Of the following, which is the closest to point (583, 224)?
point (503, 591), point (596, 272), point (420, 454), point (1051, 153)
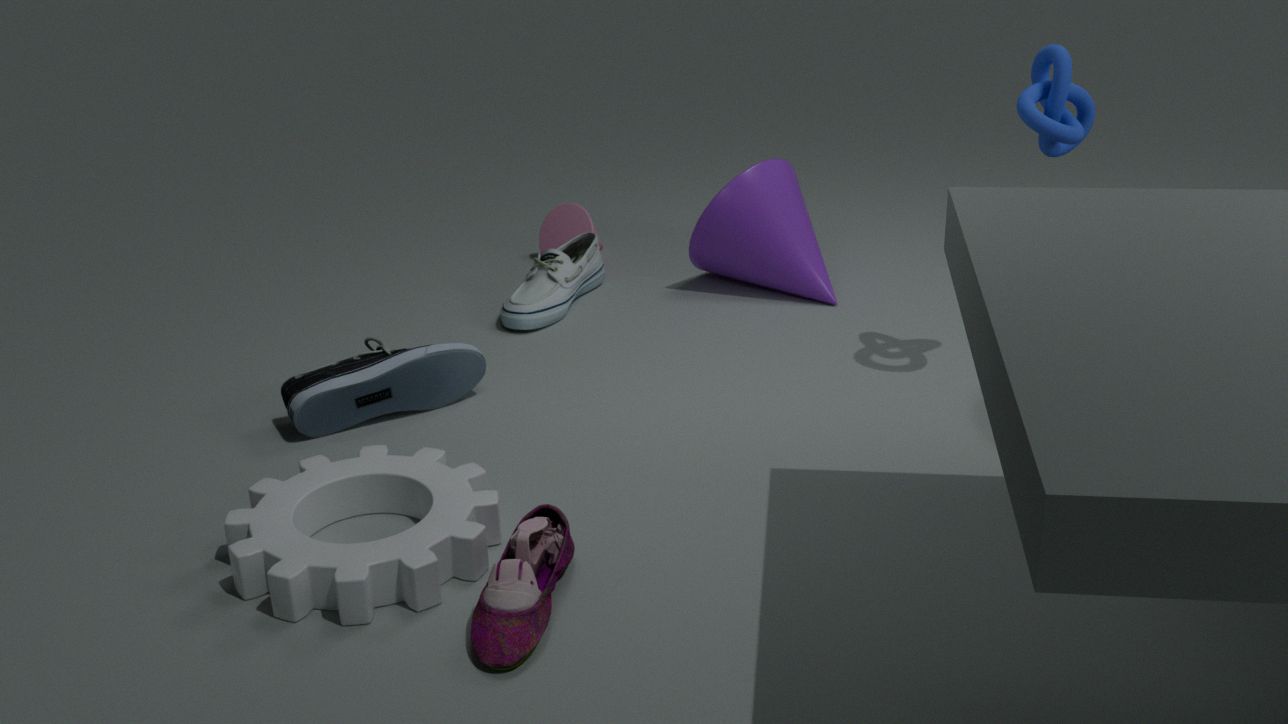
point (596, 272)
